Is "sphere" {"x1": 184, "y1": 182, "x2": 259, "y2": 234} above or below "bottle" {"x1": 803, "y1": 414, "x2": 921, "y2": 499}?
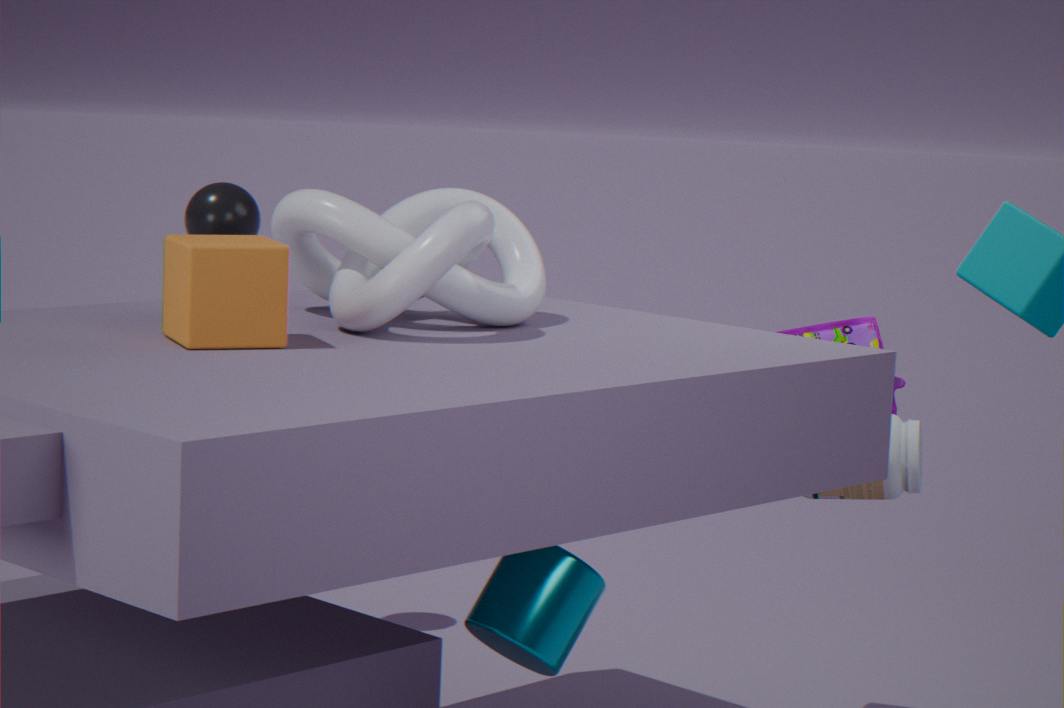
above
